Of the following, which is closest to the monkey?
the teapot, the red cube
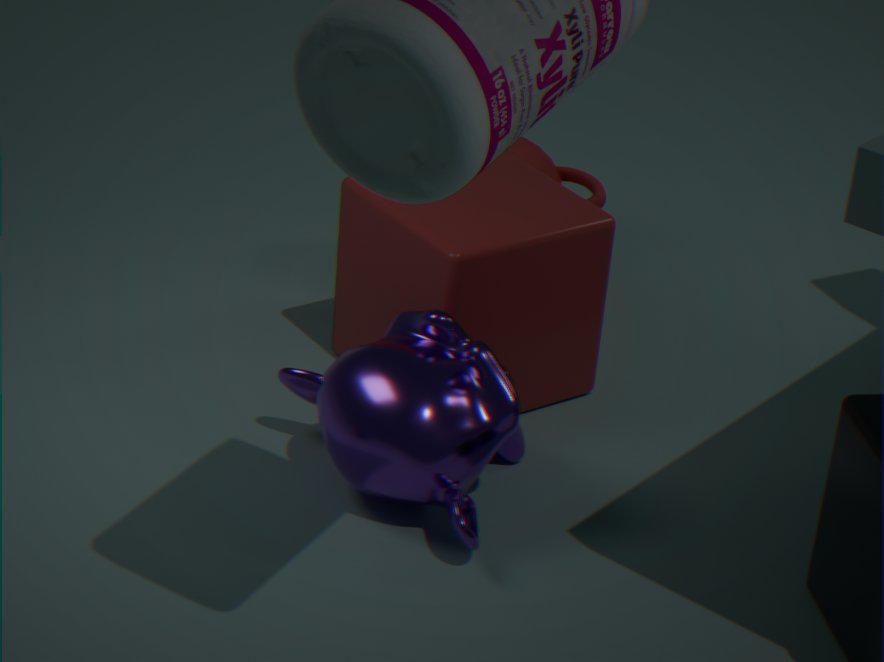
the red cube
